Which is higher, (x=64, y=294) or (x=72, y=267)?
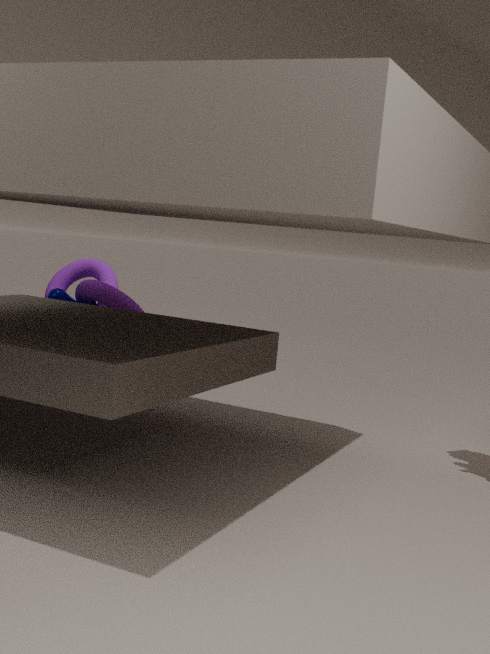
(x=72, y=267)
